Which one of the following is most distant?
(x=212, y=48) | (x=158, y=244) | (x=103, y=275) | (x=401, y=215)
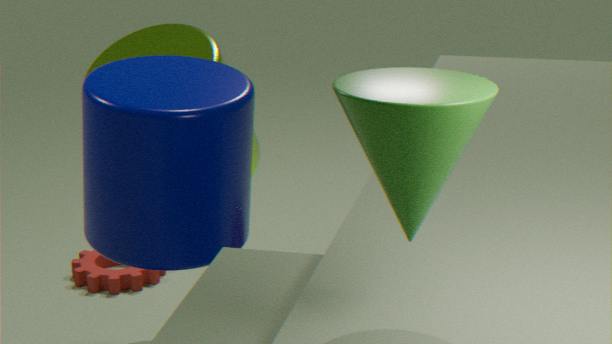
(x=103, y=275)
